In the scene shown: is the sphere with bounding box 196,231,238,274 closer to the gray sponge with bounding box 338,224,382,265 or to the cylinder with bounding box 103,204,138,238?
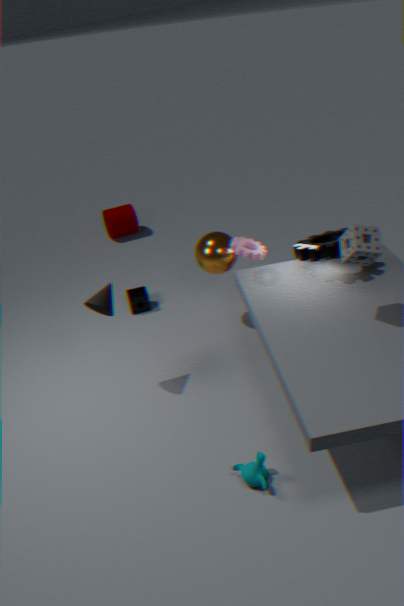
the gray sponge with bounding box 338,224,382,265
